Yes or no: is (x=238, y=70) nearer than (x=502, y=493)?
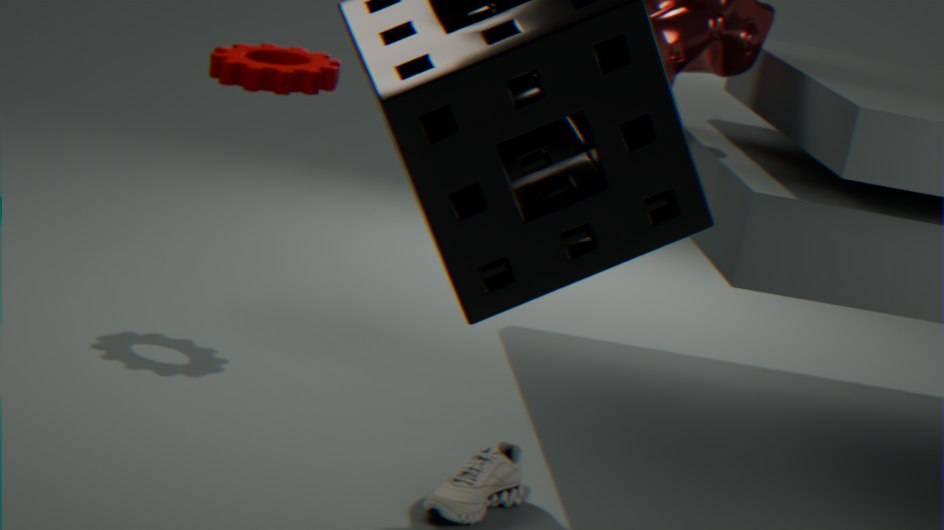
No
